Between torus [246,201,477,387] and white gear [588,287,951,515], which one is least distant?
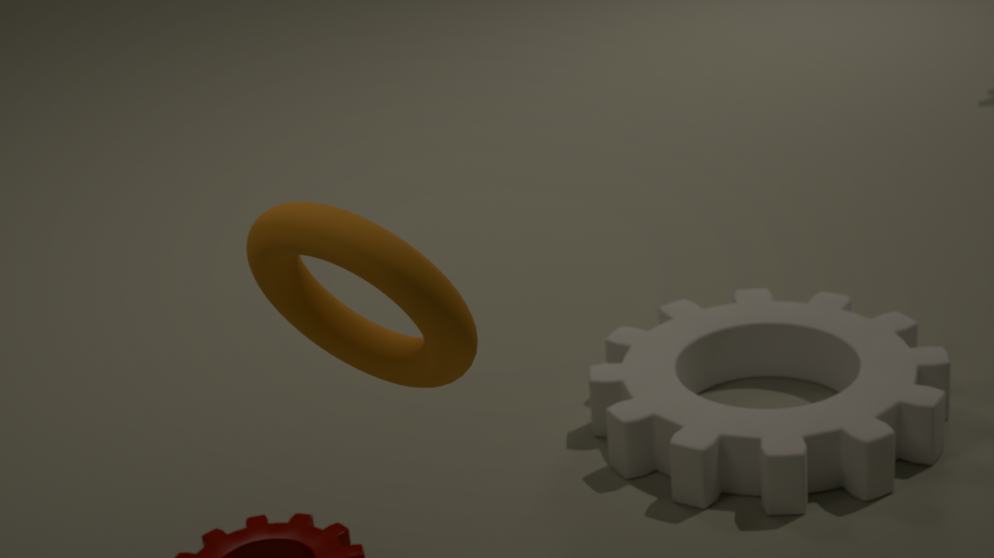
torus [246,201,477,387]
